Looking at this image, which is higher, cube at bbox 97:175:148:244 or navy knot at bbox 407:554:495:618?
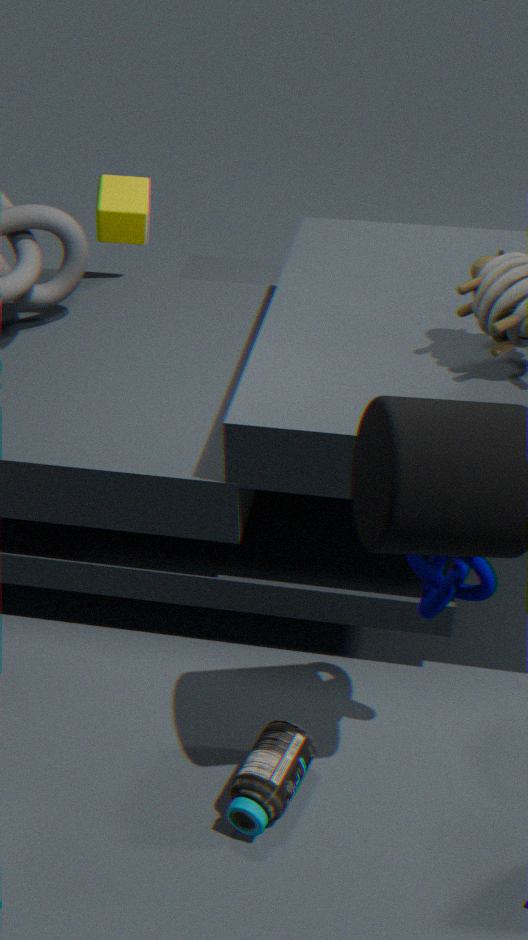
cube at bbox 97:175:148:244
